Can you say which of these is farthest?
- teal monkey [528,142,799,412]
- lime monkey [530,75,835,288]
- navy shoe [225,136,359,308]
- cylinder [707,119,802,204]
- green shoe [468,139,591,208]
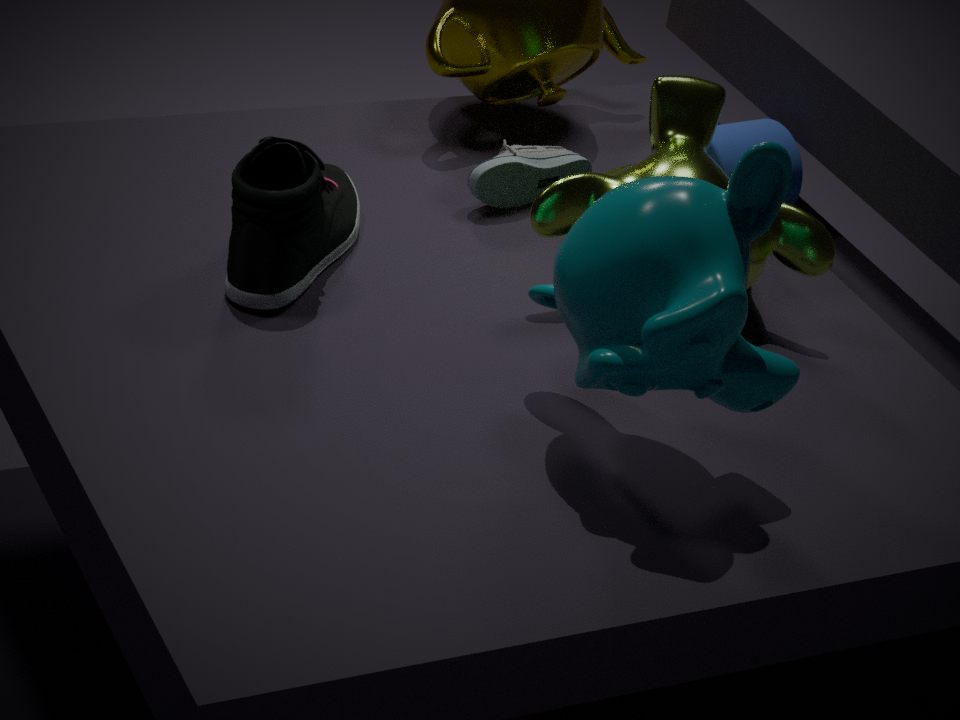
cylinder [707,119,802,204]
